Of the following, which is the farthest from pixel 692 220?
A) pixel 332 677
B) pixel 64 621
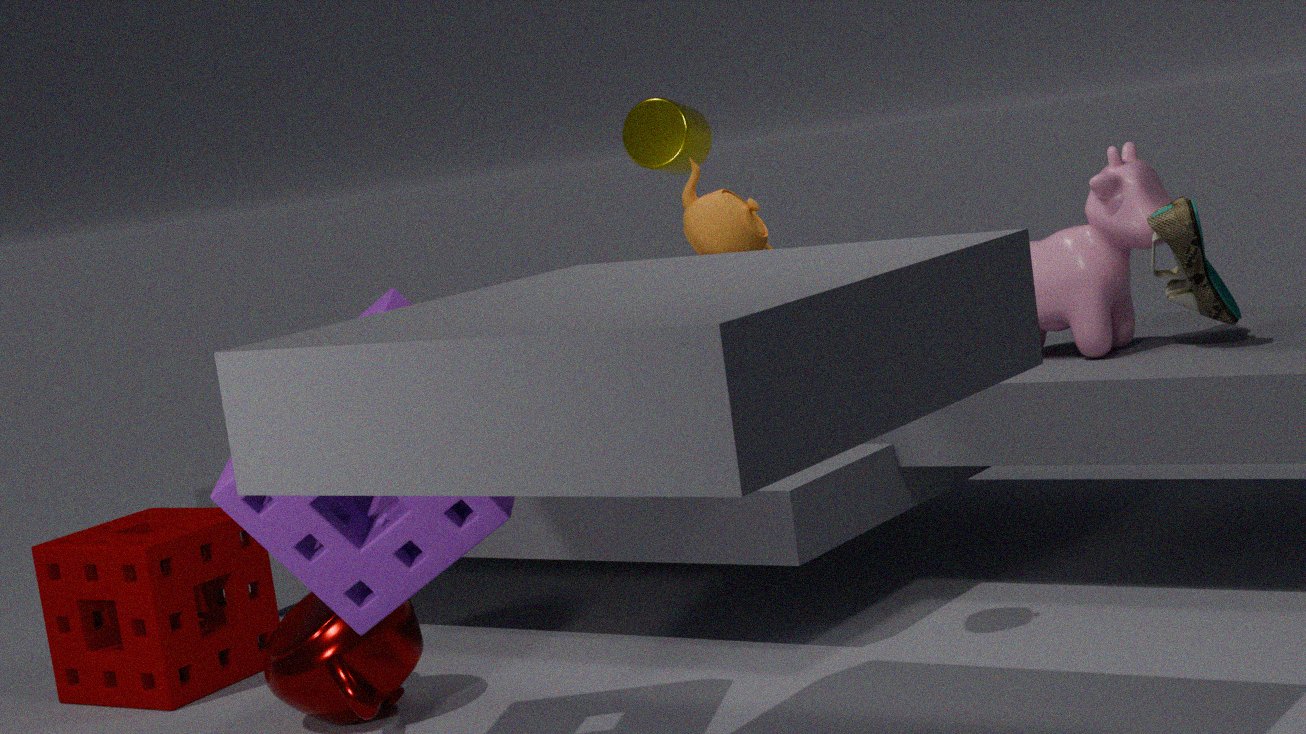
pixel 64 621
